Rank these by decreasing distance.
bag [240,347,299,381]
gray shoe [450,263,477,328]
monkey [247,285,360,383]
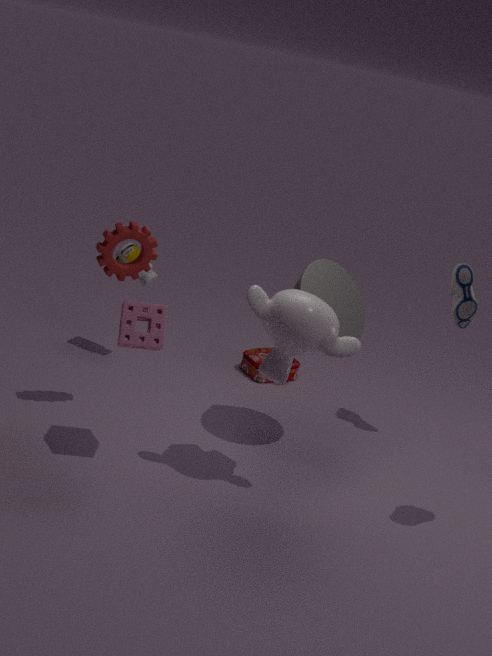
bag [240,347,299,381], gray shoe [450,263,477,328], monkey [247,285,360,383]
